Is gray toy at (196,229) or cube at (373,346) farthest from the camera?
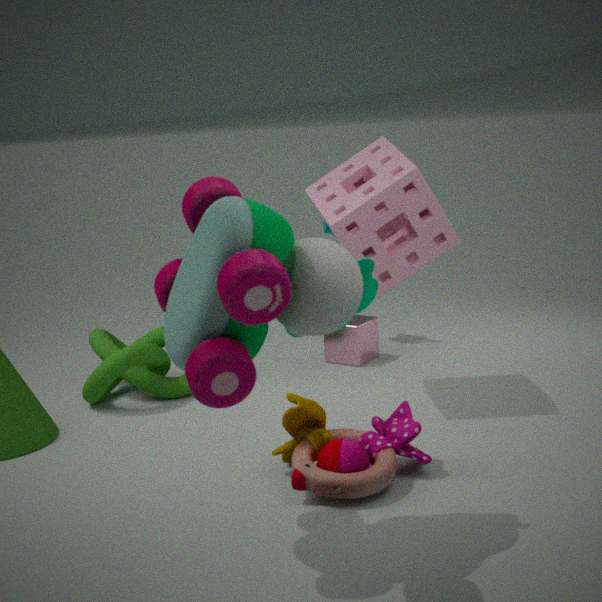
cube at (373,346)
